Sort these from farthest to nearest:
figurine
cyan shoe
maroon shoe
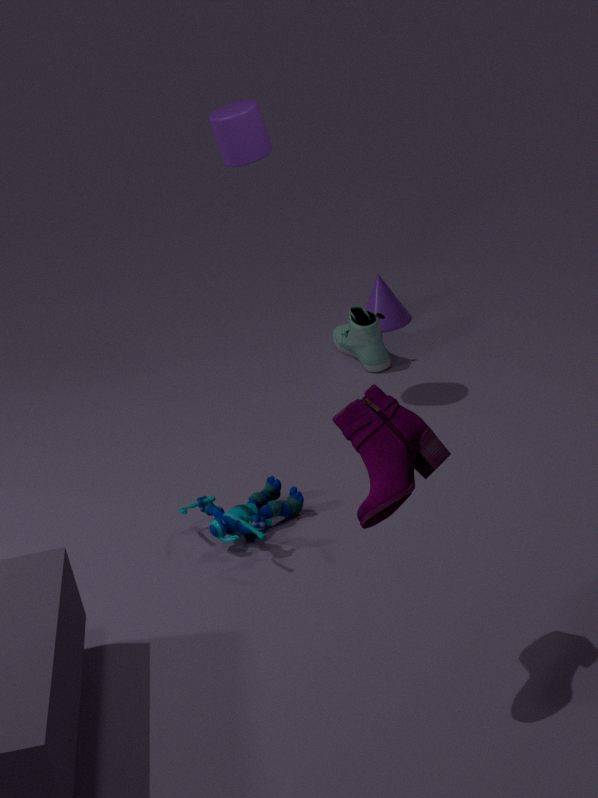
cyan shoe → figurine → maroon shoe
